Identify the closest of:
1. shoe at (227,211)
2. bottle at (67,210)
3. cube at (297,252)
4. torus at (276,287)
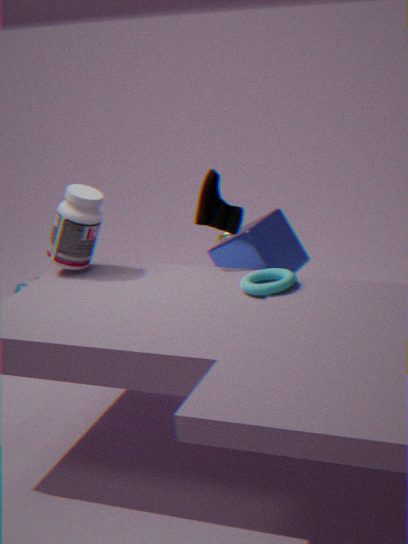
torus at (276,287)
